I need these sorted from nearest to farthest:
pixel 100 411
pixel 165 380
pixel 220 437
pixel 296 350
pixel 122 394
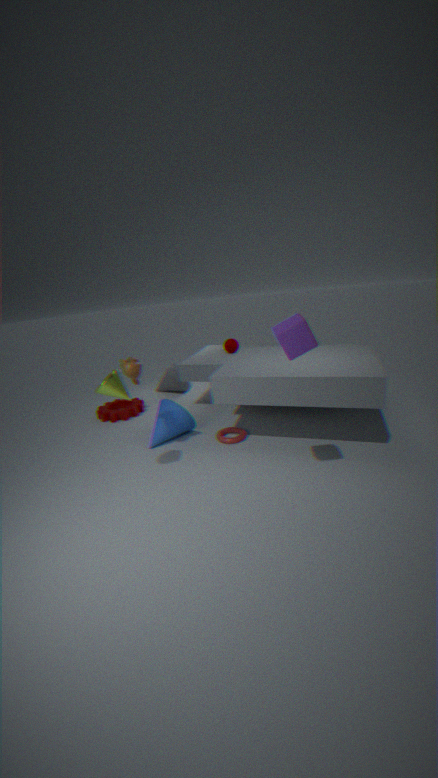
pixel 296 350, pixel 122 394, pixel 220 437, pixel 100 411, pixel 165 380
